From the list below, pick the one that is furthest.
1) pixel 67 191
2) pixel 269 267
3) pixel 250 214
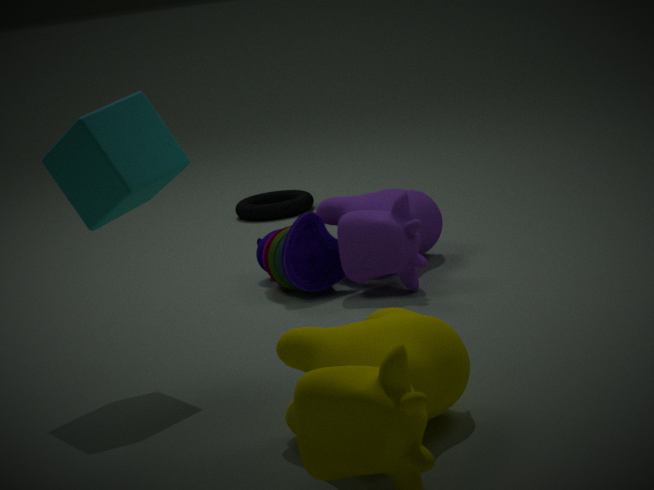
3. pixel 250 214
